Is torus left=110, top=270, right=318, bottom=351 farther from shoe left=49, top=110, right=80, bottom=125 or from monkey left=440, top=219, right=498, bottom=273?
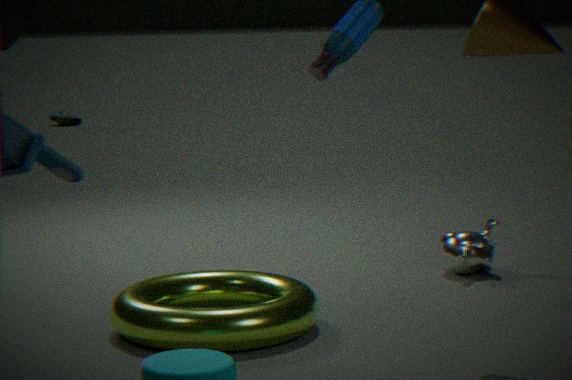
shoe left=49, top=110, right=80, bottom=125
